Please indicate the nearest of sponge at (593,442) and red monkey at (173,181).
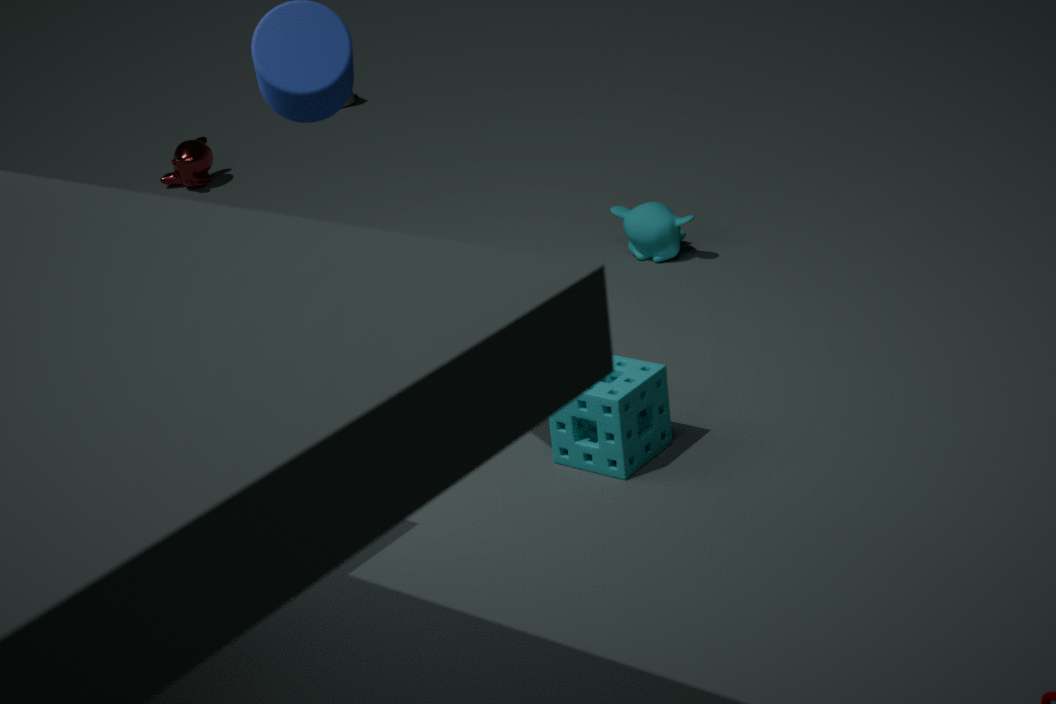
sponge at (593,442)
